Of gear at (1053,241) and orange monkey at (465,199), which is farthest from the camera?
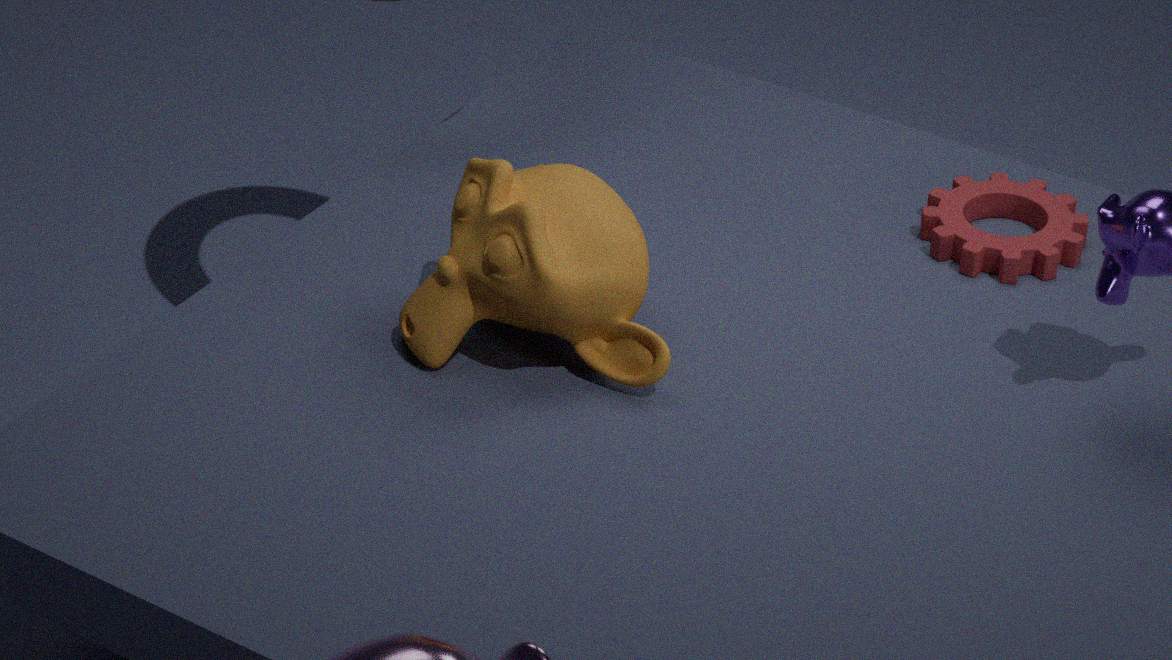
gear at (1053,241)
